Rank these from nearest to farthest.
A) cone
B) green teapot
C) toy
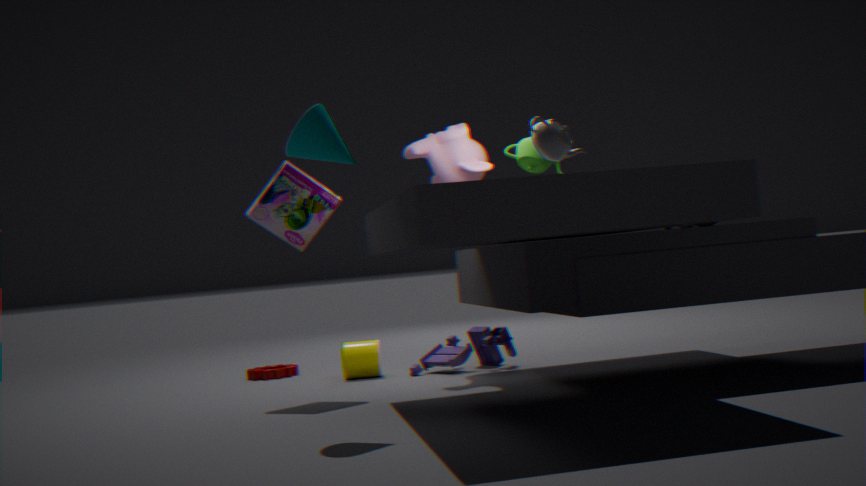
cone → green teapot → toy
